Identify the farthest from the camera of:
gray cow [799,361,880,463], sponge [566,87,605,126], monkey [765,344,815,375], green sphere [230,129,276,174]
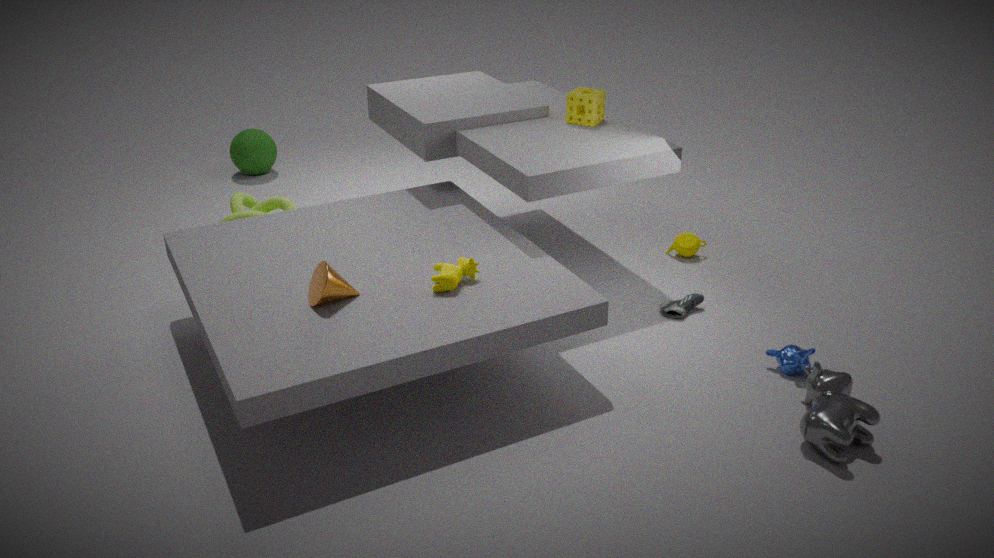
green sphere [230,129,276,174]
